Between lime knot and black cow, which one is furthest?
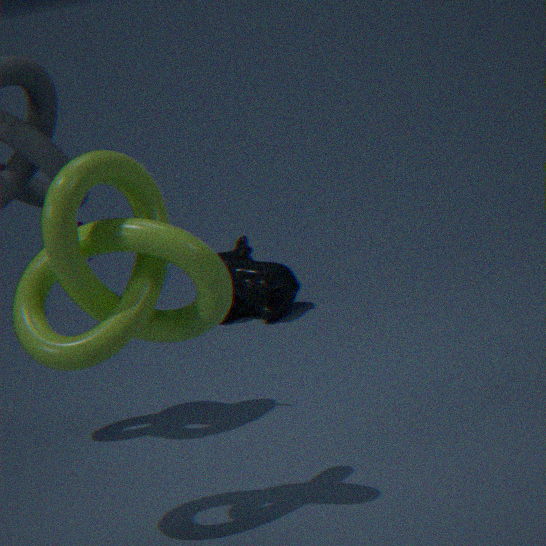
black cow
